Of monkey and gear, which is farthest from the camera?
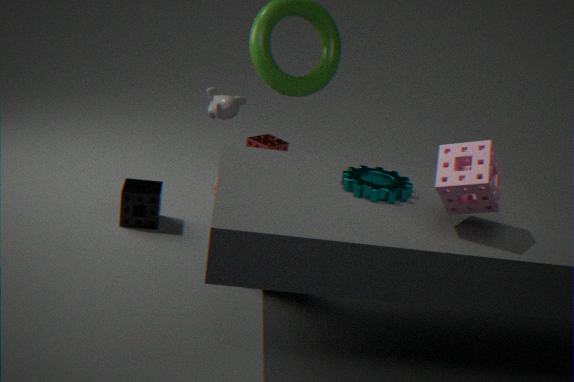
monkey
